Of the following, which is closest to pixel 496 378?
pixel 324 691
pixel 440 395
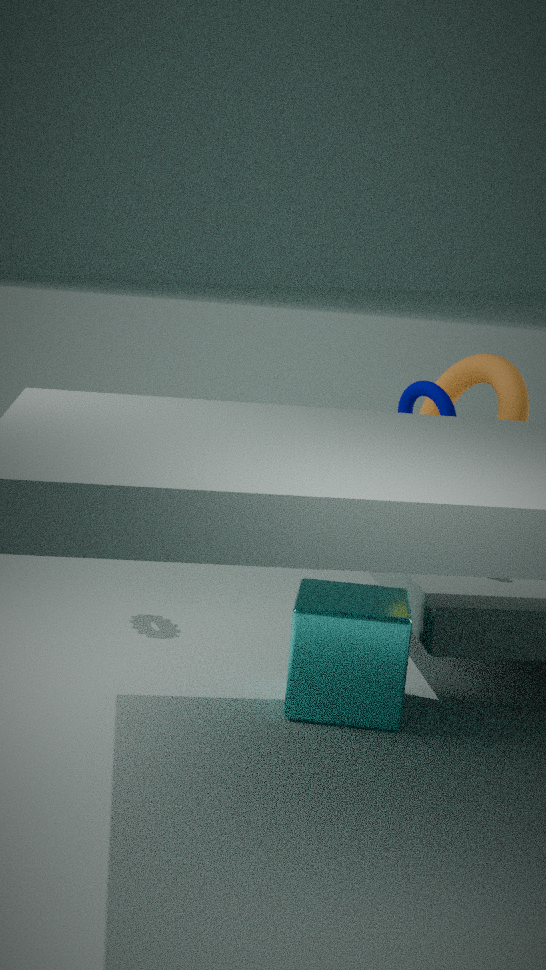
pixel 440 395
